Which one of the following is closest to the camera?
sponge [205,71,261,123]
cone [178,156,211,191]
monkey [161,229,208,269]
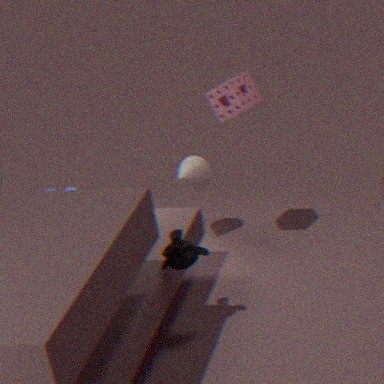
monkey [161,229,208,269]
